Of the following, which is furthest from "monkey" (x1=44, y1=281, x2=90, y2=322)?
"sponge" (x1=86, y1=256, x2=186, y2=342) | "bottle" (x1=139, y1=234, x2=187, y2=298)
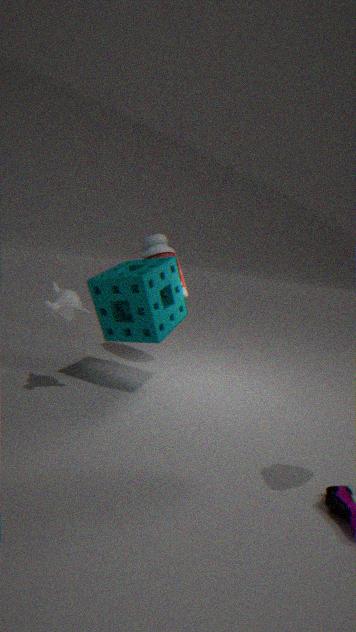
"bottle" (x1=139, y1=234, x2=187, y2=298)
